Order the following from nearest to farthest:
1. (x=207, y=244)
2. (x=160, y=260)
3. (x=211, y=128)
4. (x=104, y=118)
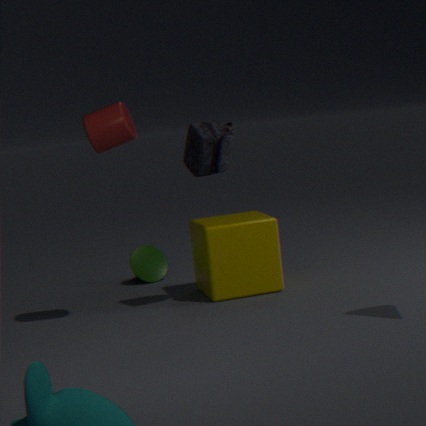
1. (x=104, y=118)
2. (x=211, y=128)
3. (x=207, y=244)
4. (x=160, y=260)
